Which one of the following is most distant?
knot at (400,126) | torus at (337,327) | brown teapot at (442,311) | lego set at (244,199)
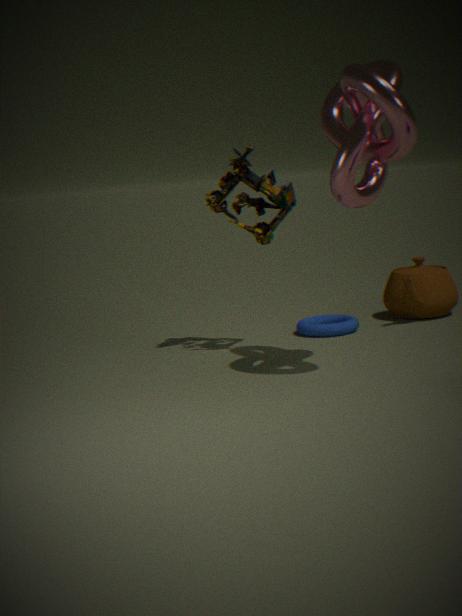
brown teapot at (442,311)
